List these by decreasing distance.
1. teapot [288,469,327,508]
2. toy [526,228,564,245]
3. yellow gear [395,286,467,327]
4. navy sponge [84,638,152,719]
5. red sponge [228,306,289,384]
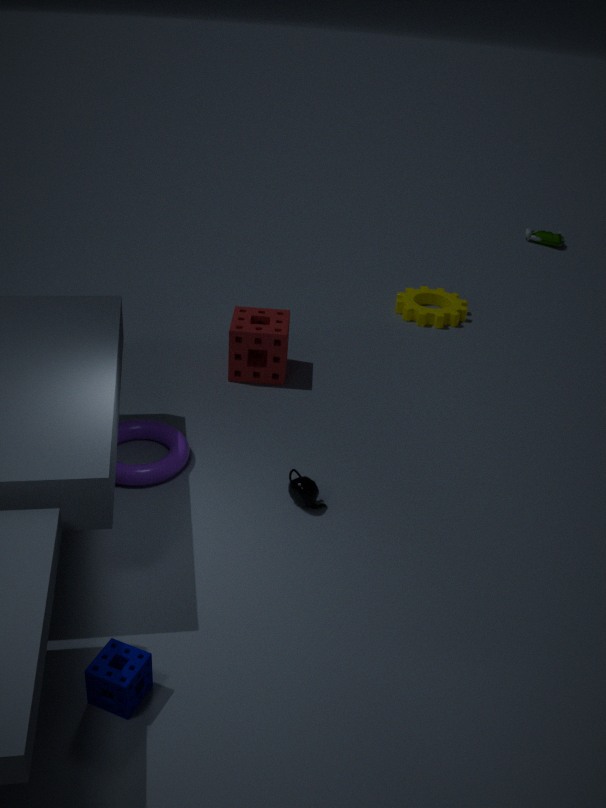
toy [526,228,564,245], yellow gear [395,286,467,327], red sponge [228,306,289,384], teapot [288,469,327,508], navy sponge [84,638,152,719]
